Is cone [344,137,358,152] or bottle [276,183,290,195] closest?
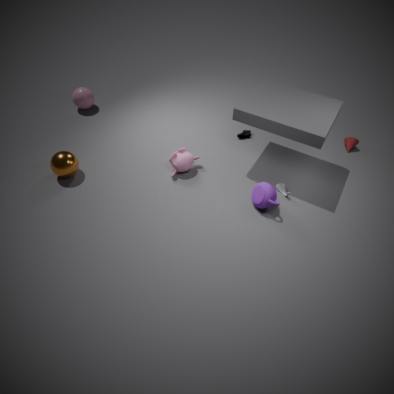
bottle [276,183,290,195]
